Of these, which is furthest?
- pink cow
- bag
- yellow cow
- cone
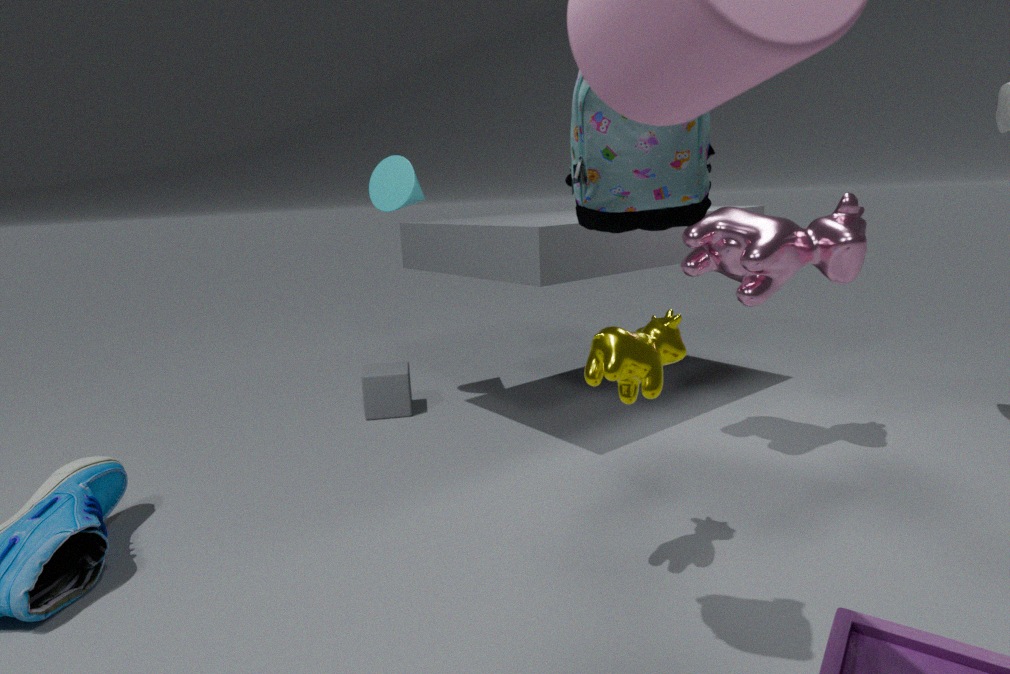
cone
